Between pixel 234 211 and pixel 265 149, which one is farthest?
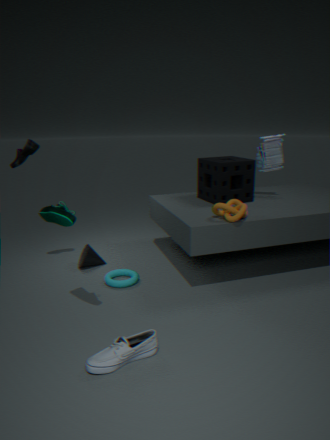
pixel 265 149
